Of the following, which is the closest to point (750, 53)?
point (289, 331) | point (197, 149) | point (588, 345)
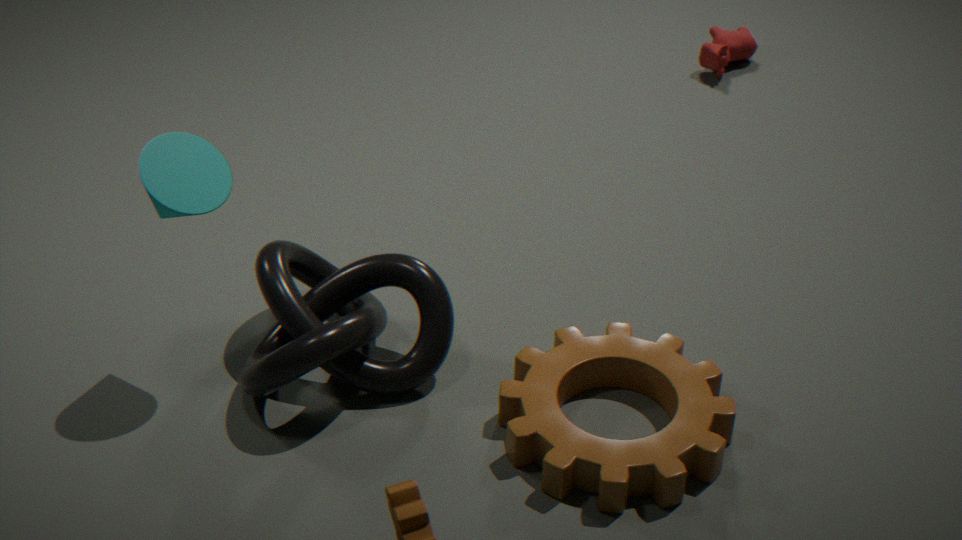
point (588, 345)
